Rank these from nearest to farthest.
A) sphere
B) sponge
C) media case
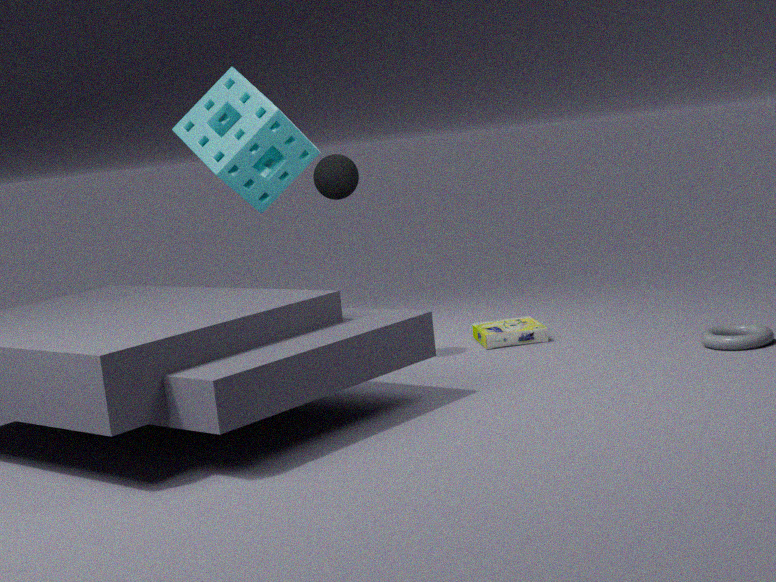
sphere < sponge < media case
